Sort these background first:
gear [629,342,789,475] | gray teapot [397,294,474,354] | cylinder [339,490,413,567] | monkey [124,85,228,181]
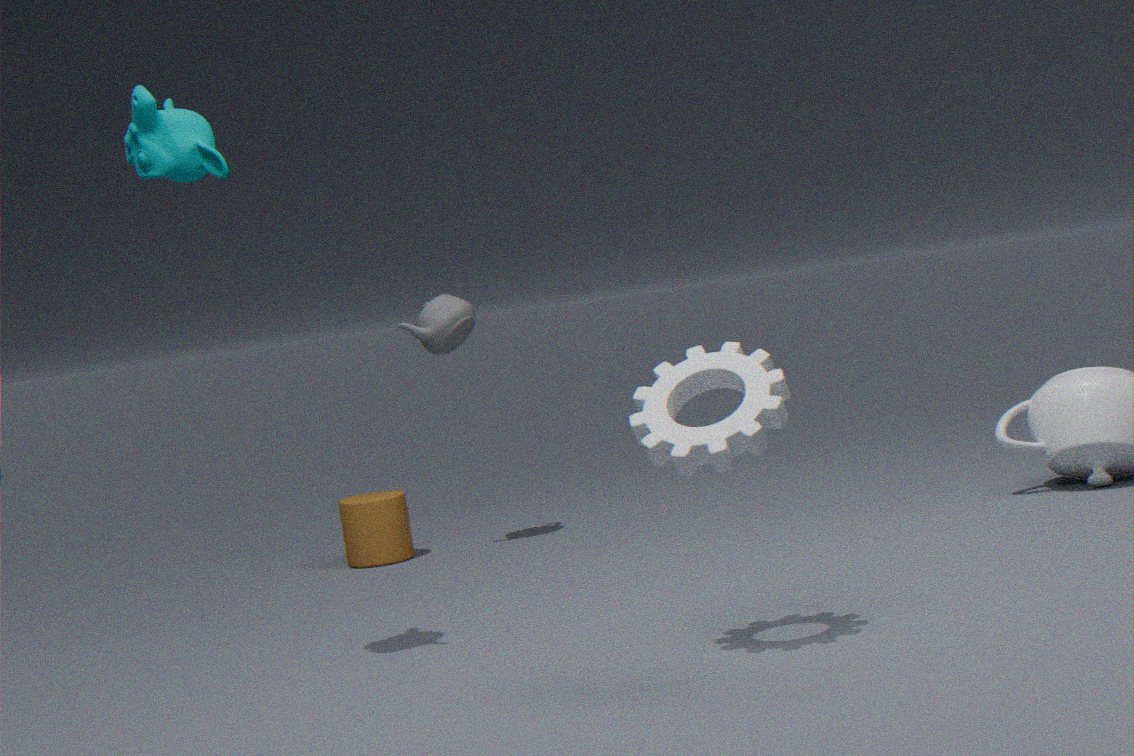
1. cylinder [339,490,413,567]
2. gray teapot [397,294,474,354]
3. monkey [124,85,228,181]
4. gear [629,342,789,475]
